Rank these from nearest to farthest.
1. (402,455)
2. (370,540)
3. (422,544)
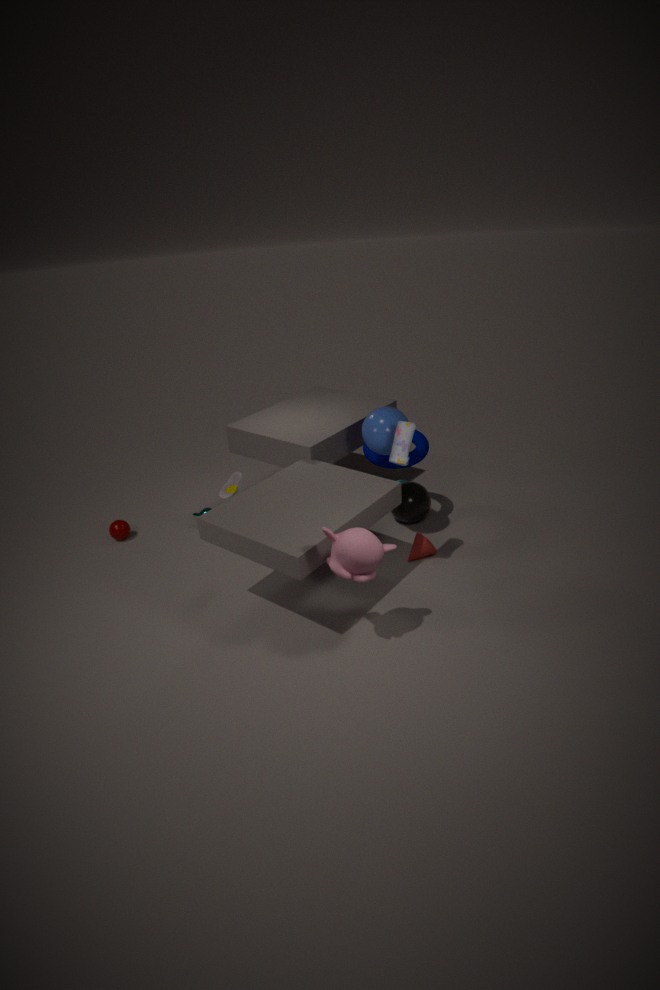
(370,540)
(402,455)
(422,544)
